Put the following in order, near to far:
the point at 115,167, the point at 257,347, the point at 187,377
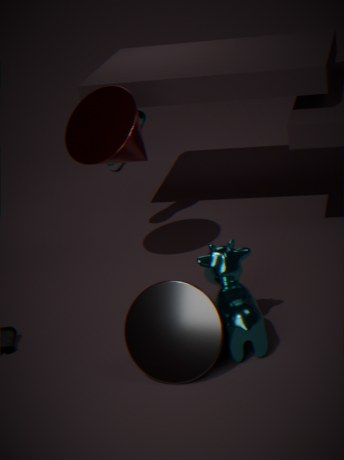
the point at 187,377 < the point at 257,347 < the point at 115,167
